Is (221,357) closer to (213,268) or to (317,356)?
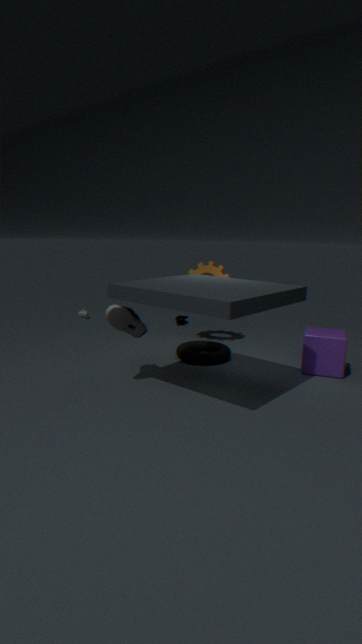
(213,268)
